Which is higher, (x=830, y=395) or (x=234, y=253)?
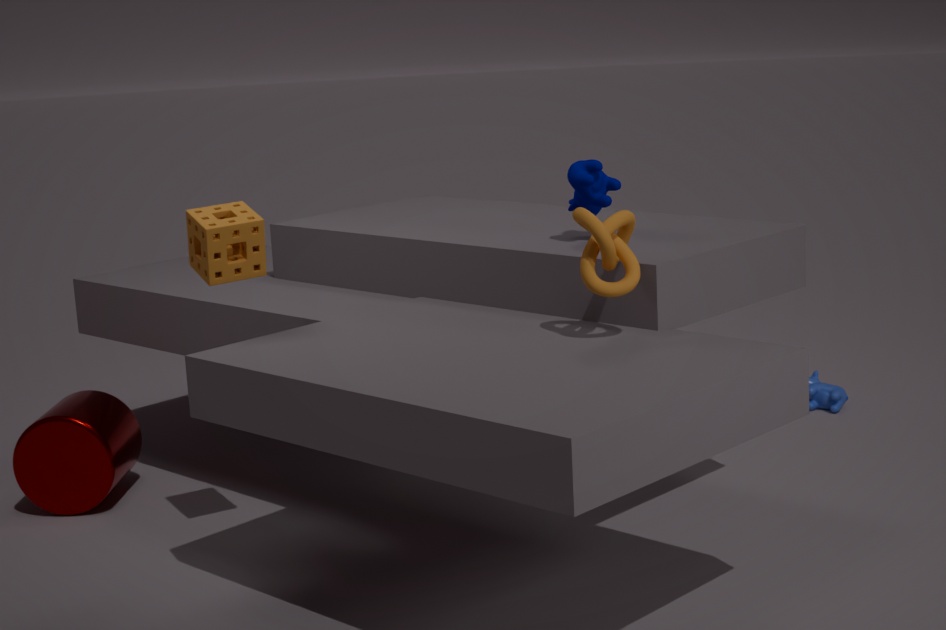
(x=234, y=253)
